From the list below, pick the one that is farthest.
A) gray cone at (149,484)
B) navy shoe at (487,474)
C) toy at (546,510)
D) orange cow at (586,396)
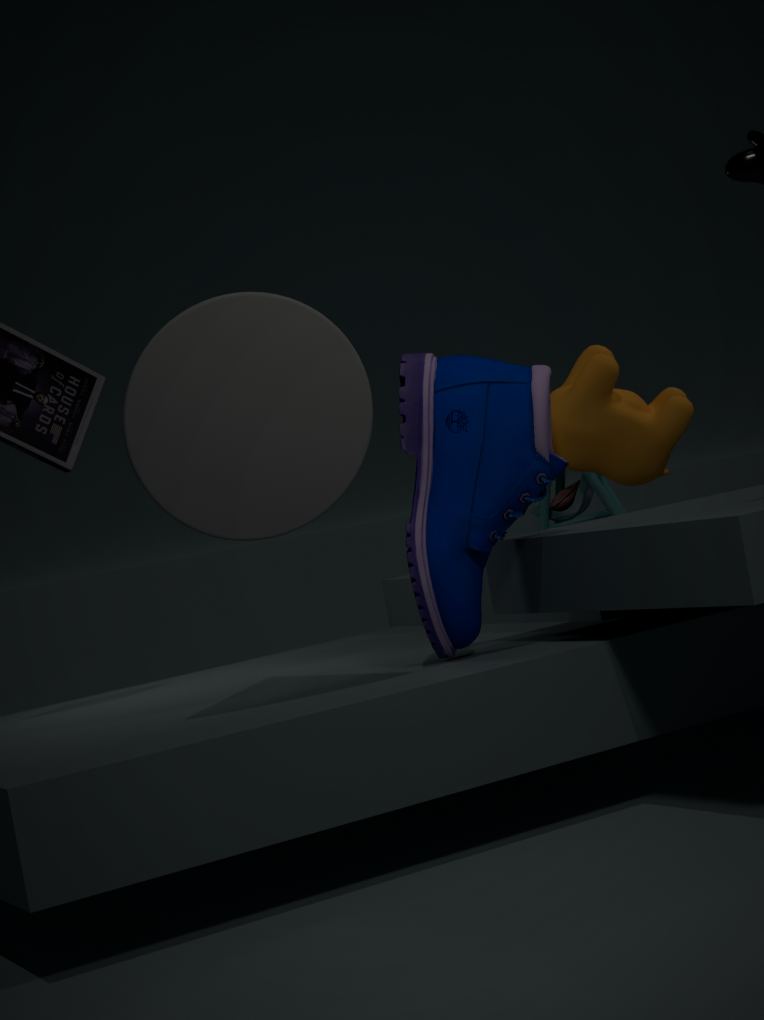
toy at (546,510)
